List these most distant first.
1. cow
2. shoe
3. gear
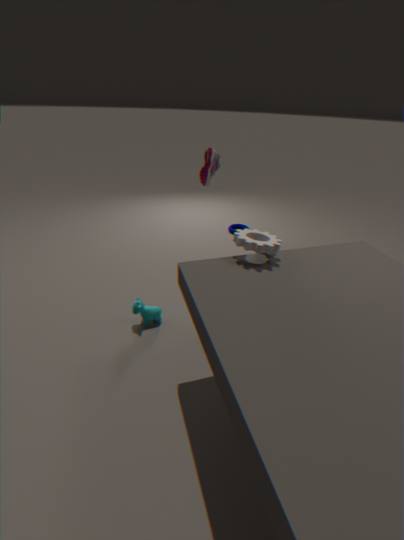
shoe < cow < gear
